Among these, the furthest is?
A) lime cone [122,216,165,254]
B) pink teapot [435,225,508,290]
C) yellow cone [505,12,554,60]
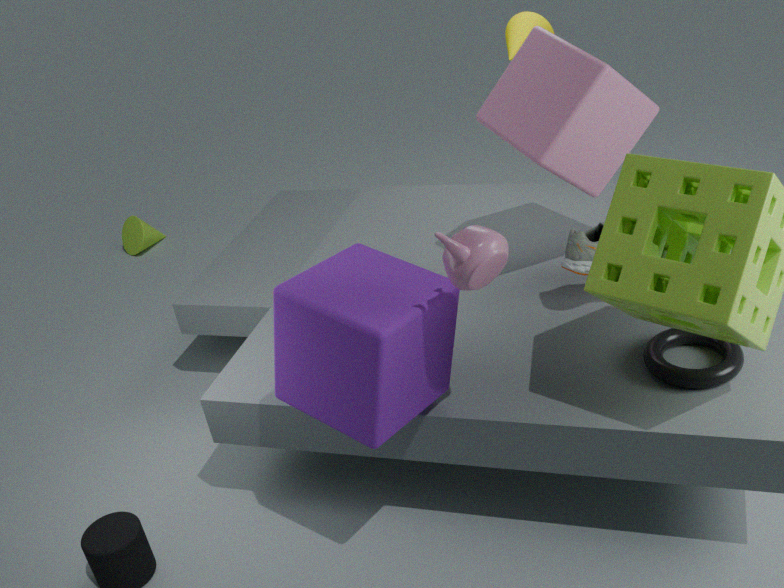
lime cone [122,216,165,254]
